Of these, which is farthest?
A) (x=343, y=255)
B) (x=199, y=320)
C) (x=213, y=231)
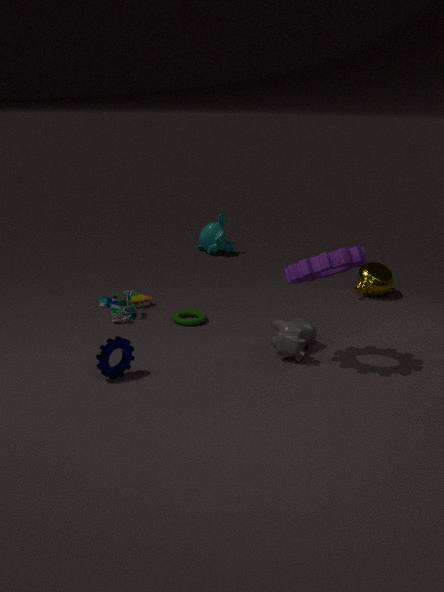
(x=213, y=231)
